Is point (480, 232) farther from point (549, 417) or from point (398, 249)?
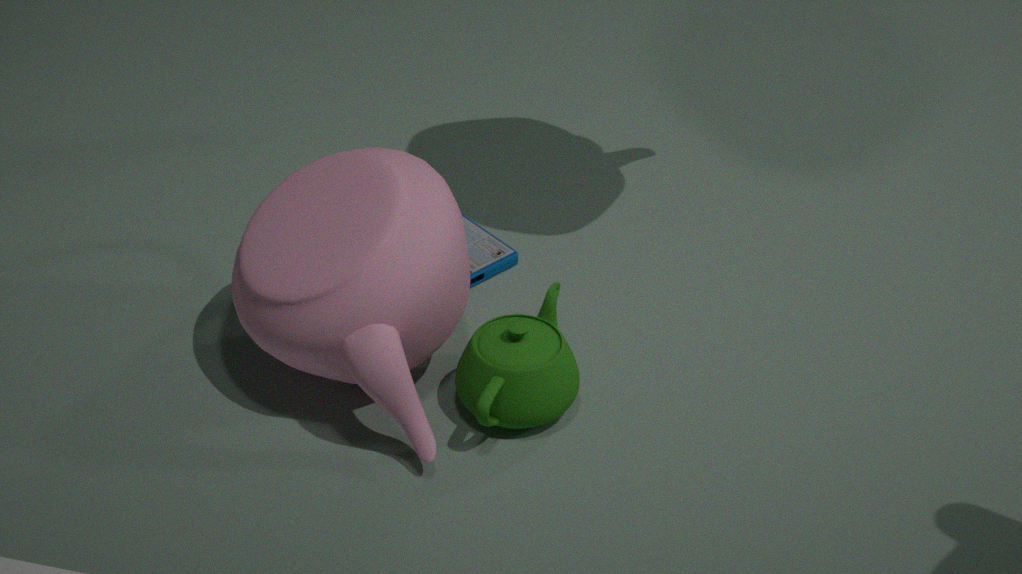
point (549, 417)
